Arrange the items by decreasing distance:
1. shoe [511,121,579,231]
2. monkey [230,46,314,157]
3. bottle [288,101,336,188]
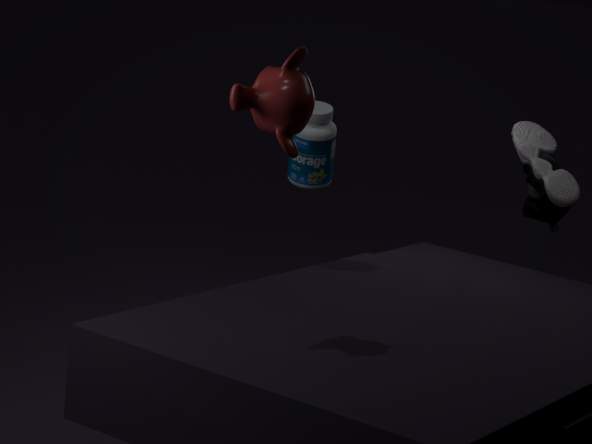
shoe [511,121,579,231] < bottle [288,101,336,188] < monkey [230,46,314,157]
